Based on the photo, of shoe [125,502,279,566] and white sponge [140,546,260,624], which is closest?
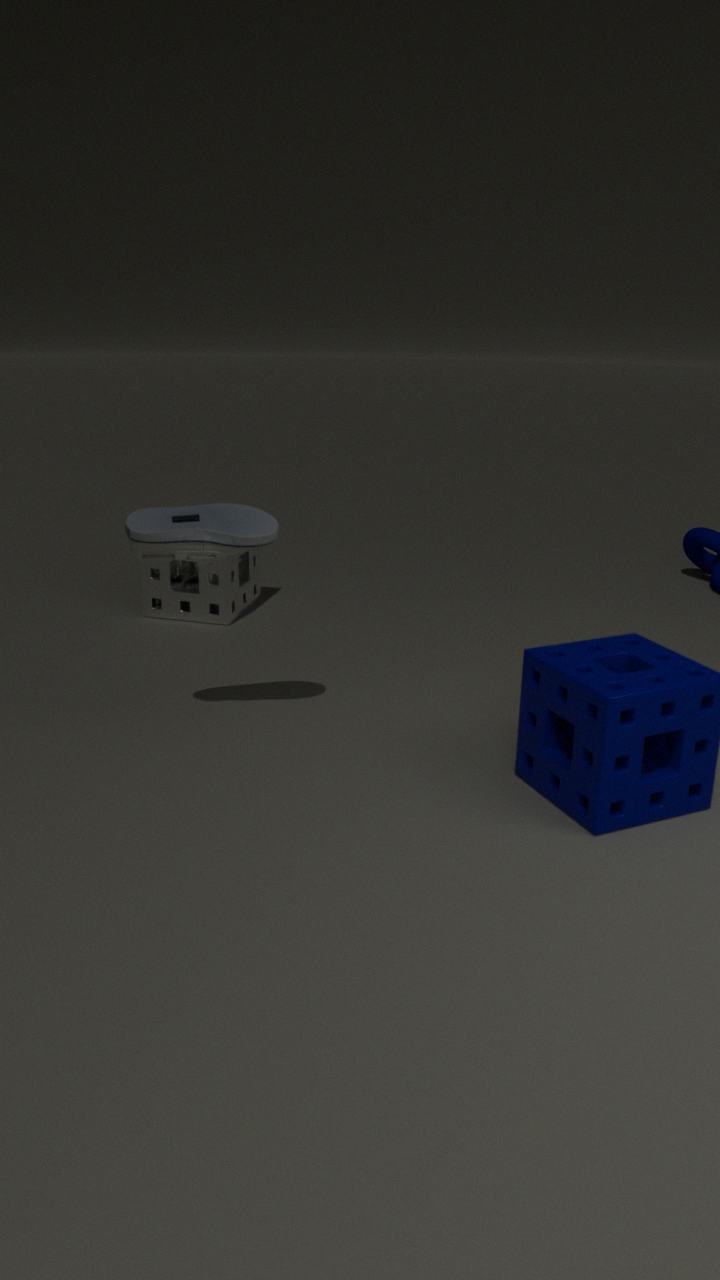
shoe [125,502,279,566]
